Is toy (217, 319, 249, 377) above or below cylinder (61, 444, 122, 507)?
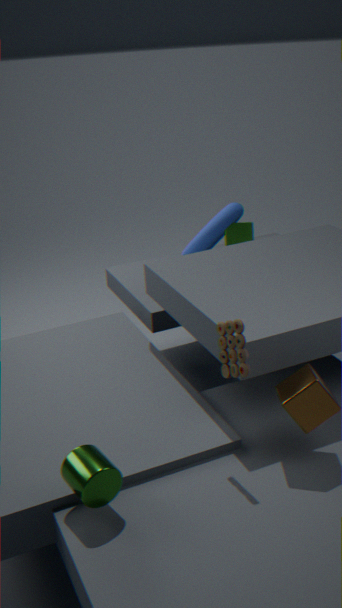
above
